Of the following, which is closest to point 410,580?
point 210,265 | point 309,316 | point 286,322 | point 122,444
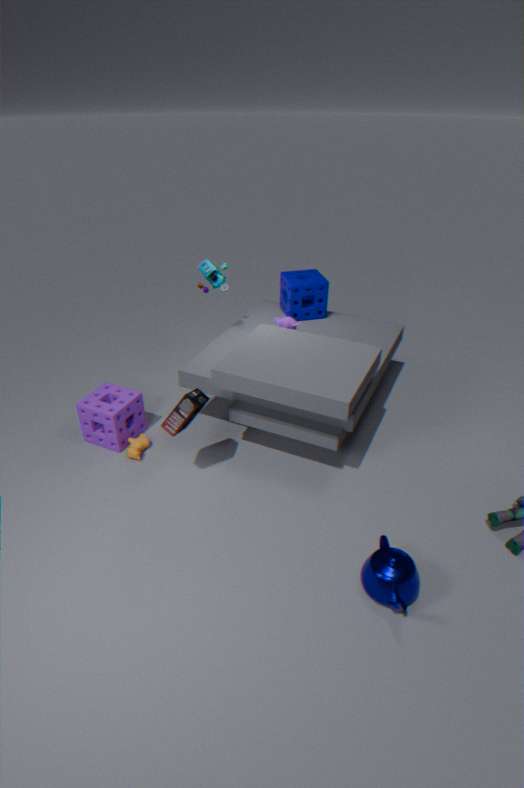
point 286,322
